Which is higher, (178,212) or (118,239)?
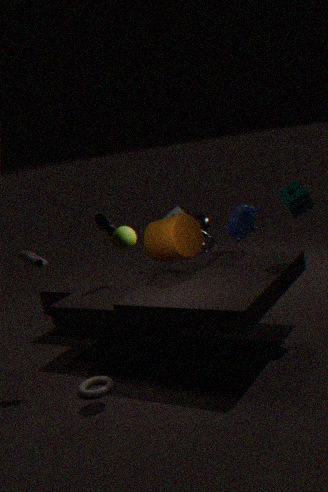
(118,239)
